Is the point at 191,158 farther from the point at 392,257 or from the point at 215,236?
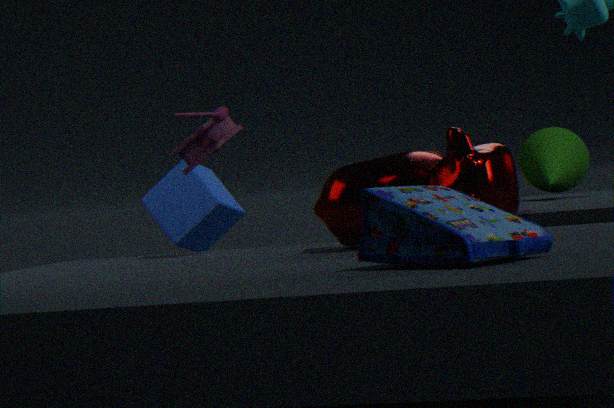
the point at 392,257
